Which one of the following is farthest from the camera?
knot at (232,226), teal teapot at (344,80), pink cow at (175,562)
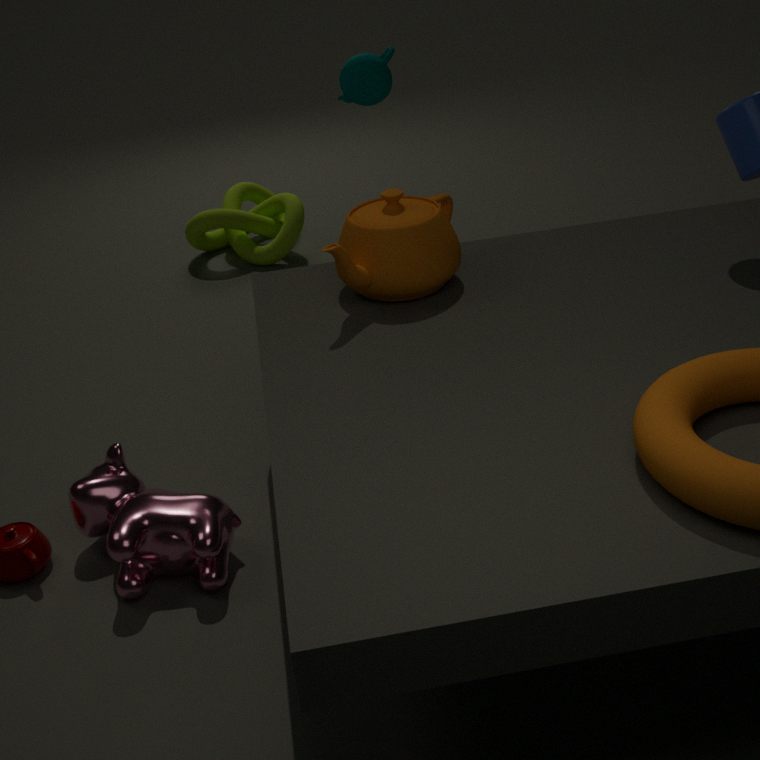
knot at (232,226)
